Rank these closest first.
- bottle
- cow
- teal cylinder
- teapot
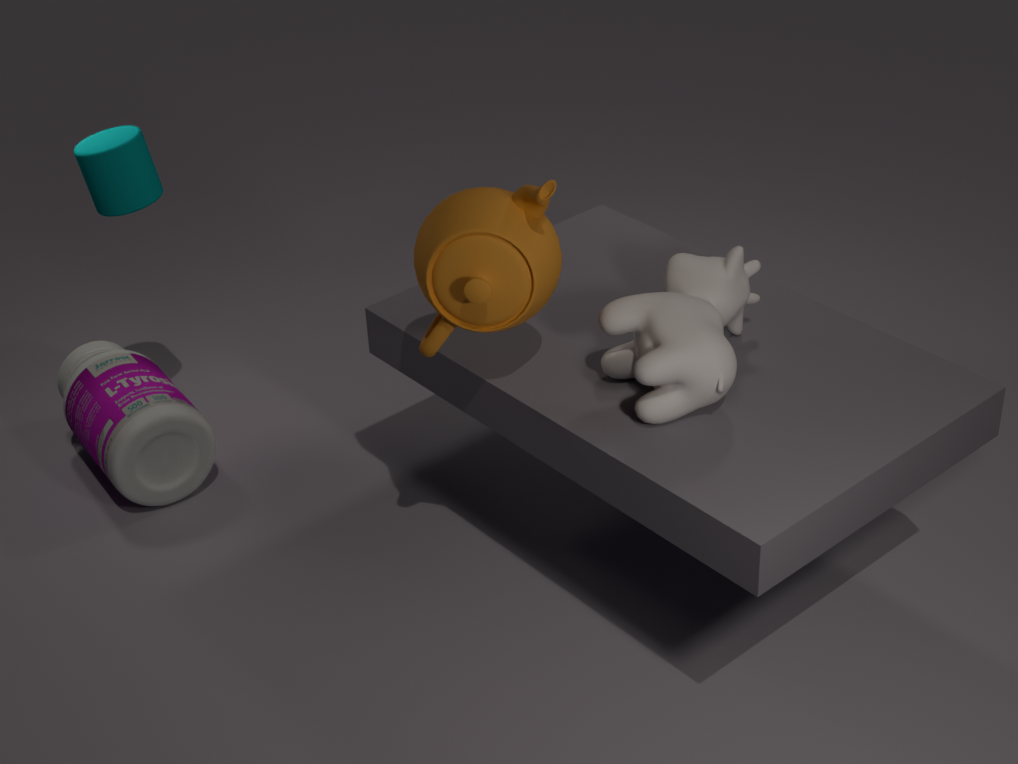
teapot → cow → teal cylinder → bottle
